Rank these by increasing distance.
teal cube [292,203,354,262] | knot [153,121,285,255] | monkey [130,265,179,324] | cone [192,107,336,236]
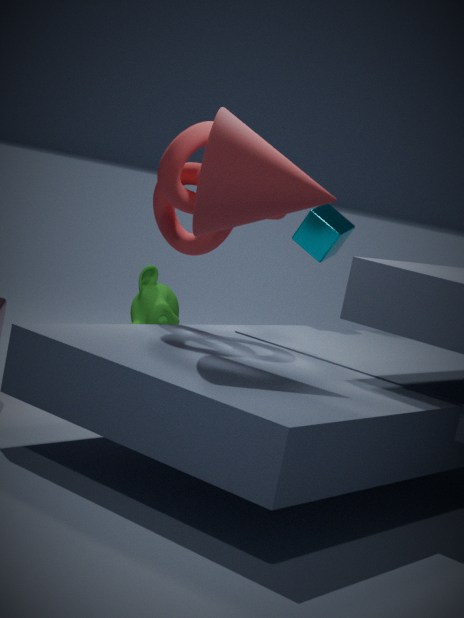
cone [192,107,336,236], knot [153,121,285,255], teal cube [292,203,354,262], monkey [130,265,179,324]
